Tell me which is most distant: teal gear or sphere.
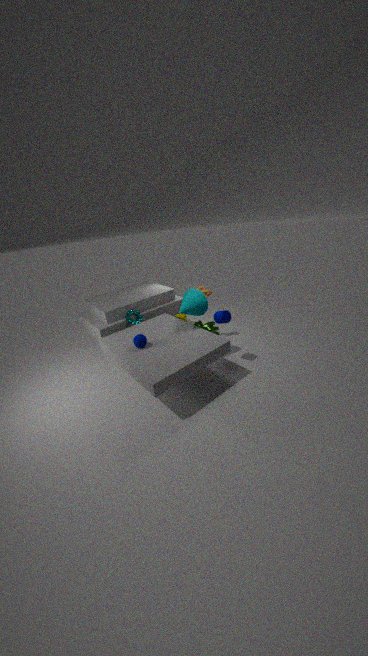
teal gear
